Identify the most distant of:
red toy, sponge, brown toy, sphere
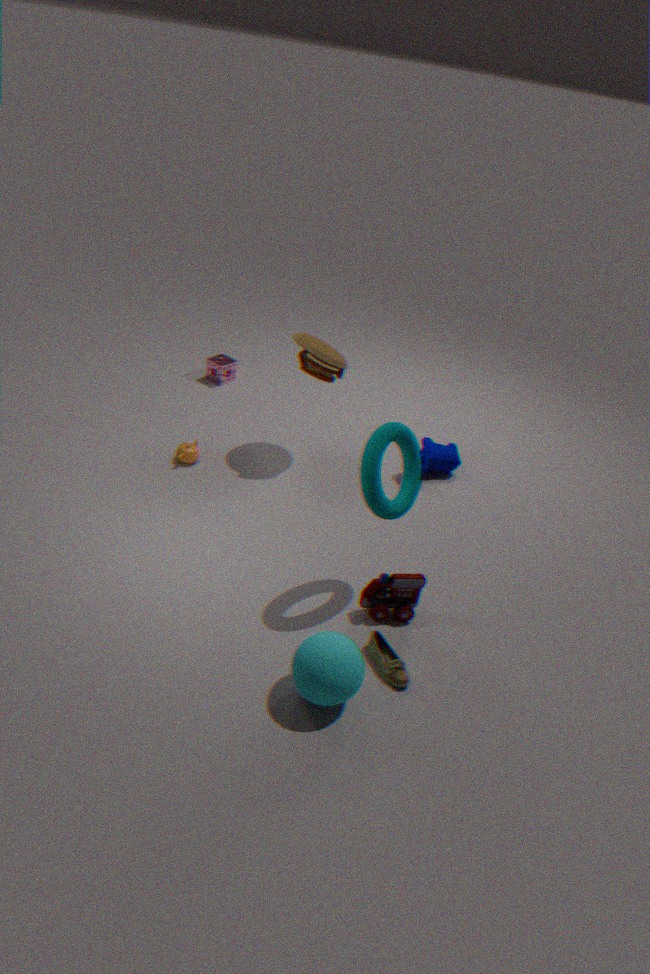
sponge
